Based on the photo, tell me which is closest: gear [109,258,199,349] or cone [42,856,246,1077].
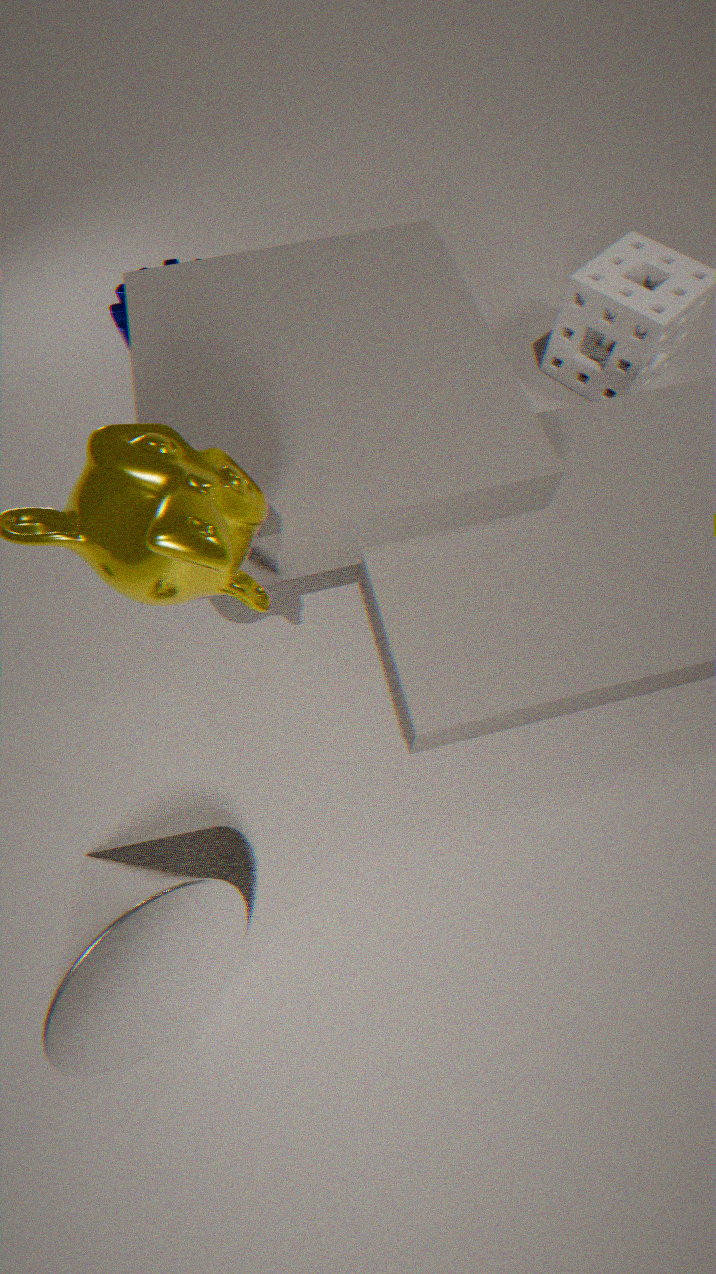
cone [42,856,246,1077]
